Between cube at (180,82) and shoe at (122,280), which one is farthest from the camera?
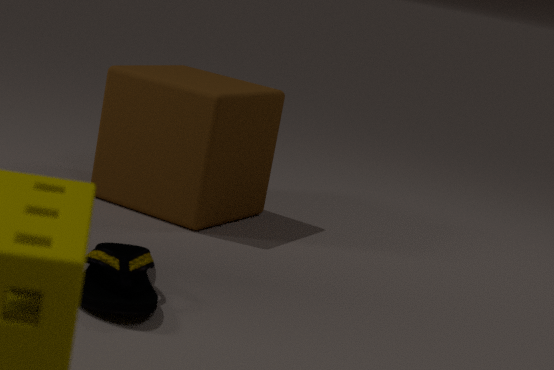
cube at (180,82)
